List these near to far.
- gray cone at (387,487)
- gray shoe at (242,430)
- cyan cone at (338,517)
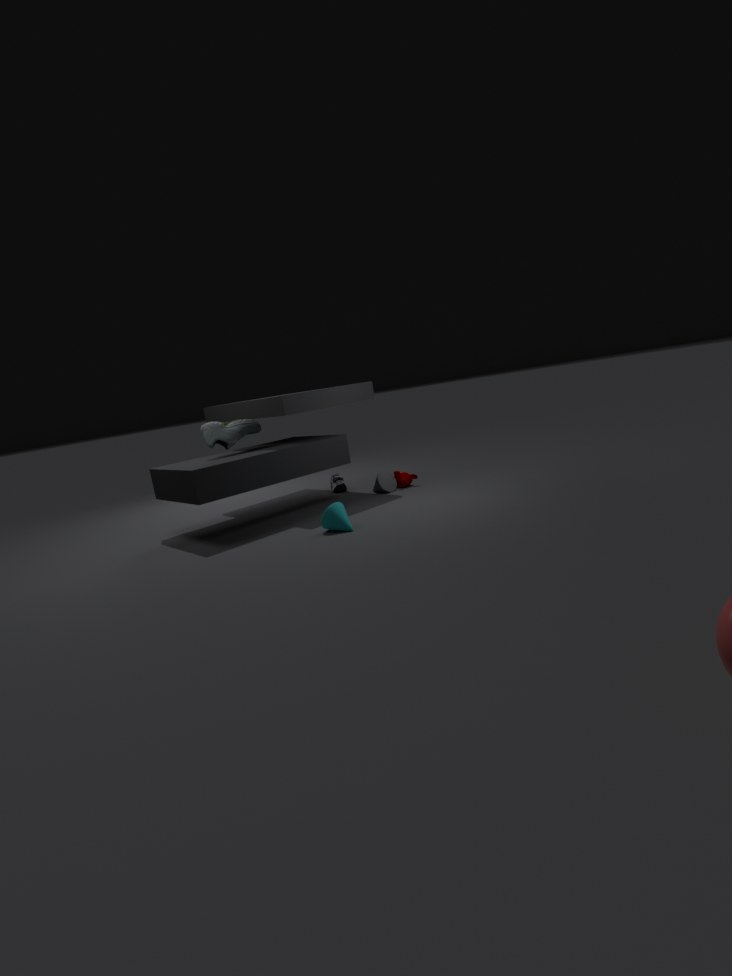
1. cyan cone at (338,517)
2. gray shoe at (242,430)
3. gray cone at (387,487)
